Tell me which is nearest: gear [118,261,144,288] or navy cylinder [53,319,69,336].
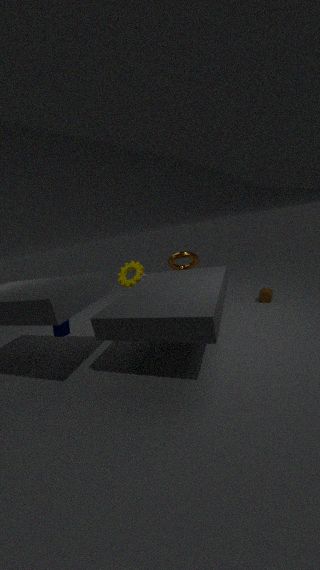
navy cylinder [53,319,69,336]
